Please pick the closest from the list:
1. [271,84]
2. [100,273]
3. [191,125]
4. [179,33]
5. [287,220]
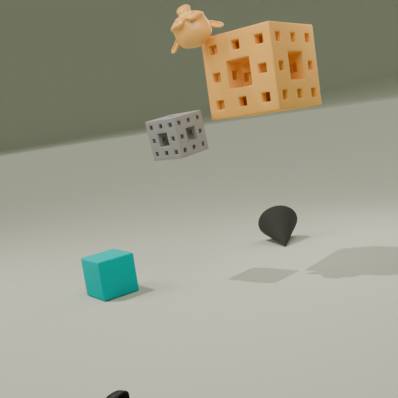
[271,84]
